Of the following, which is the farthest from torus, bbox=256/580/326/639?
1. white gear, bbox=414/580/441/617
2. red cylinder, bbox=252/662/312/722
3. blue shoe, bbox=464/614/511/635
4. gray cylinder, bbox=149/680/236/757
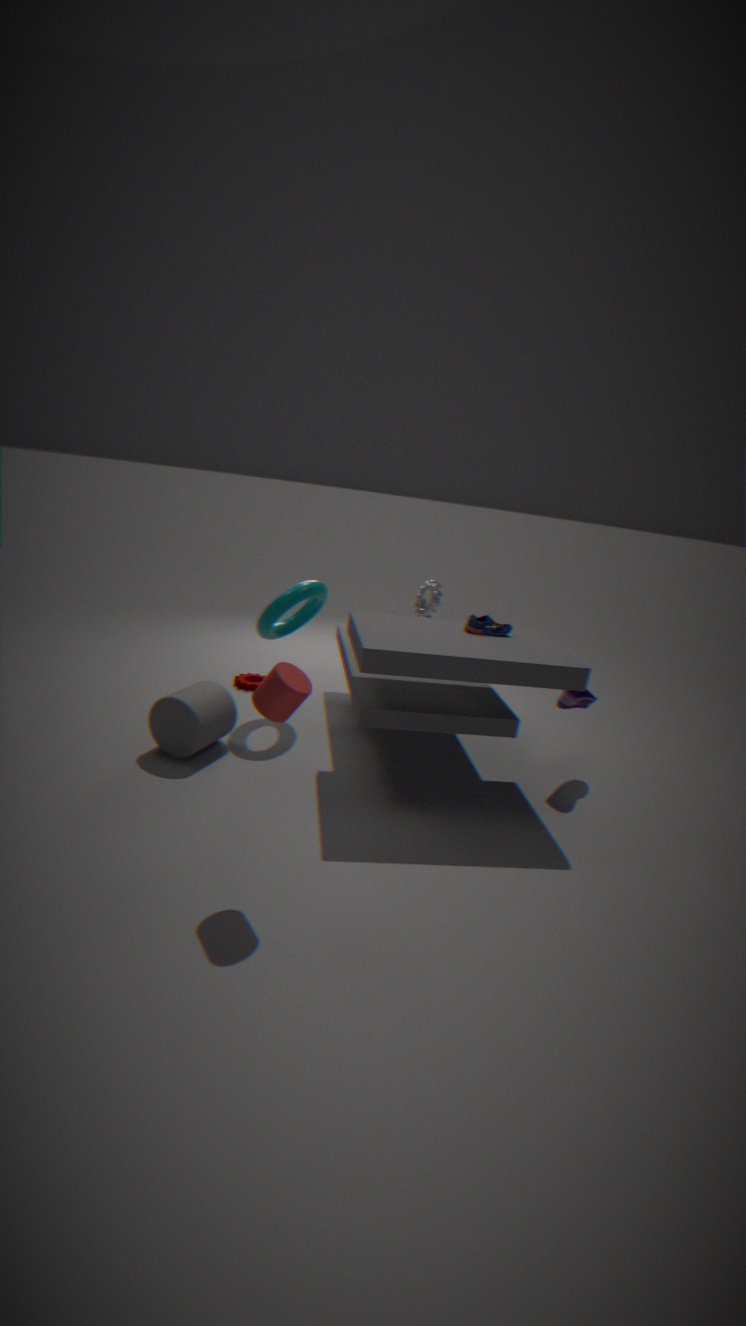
red cylinder, bbox=252/662/312/722
